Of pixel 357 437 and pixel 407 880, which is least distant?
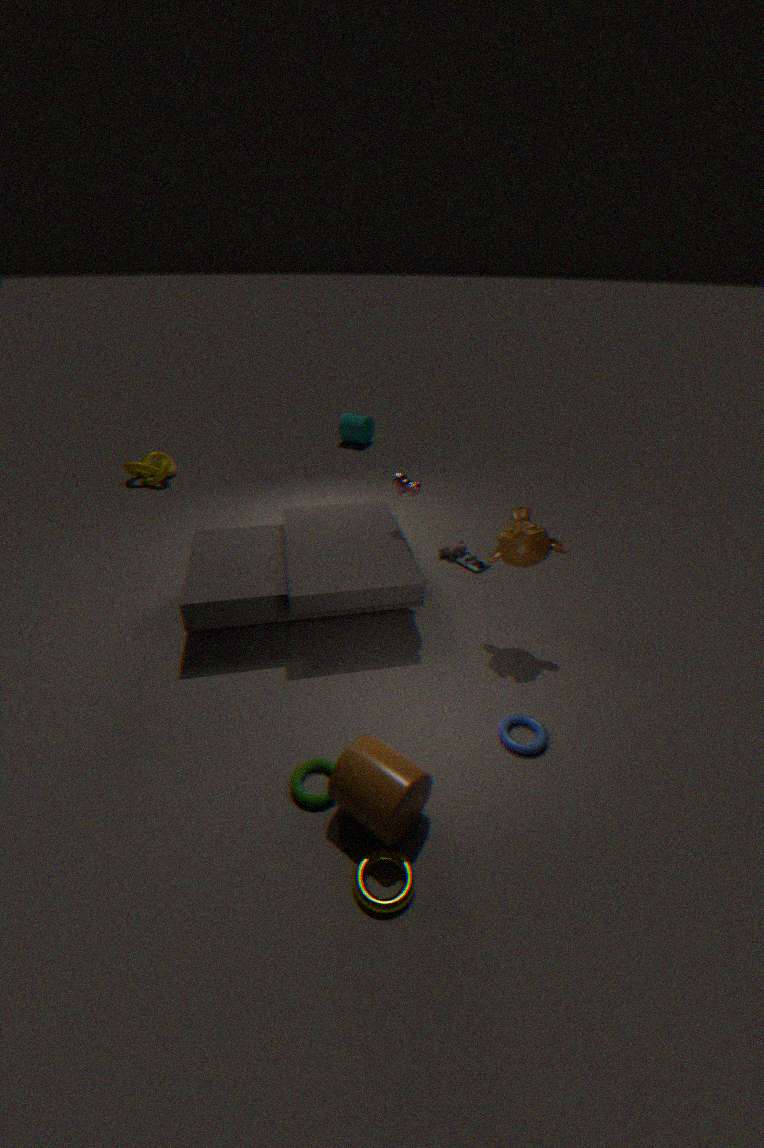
pixel 407 880
